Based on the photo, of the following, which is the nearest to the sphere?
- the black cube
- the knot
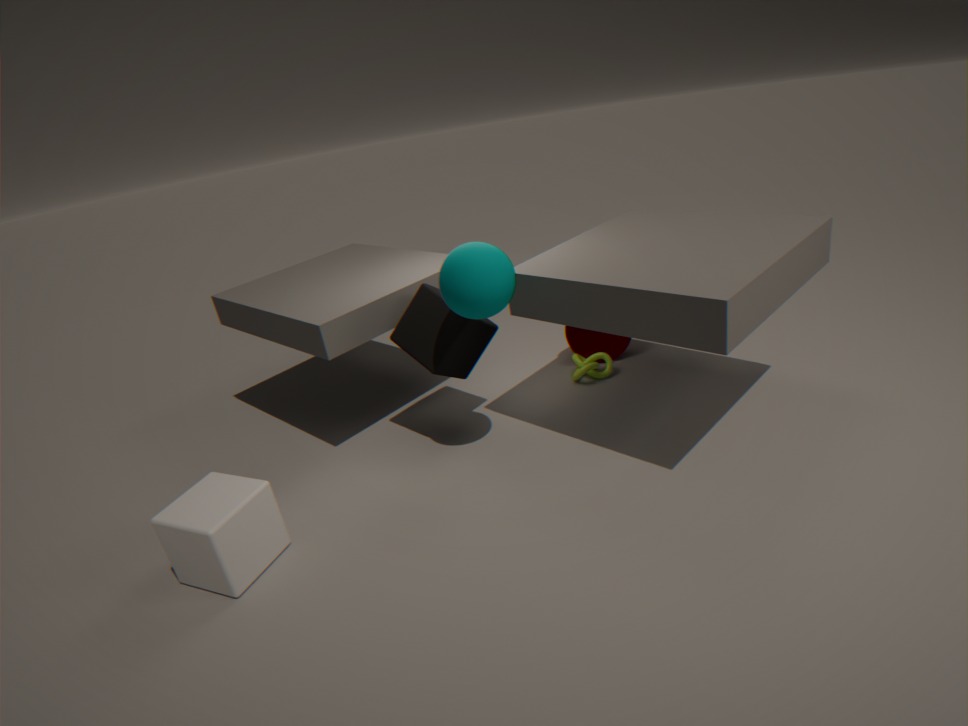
the black cube
